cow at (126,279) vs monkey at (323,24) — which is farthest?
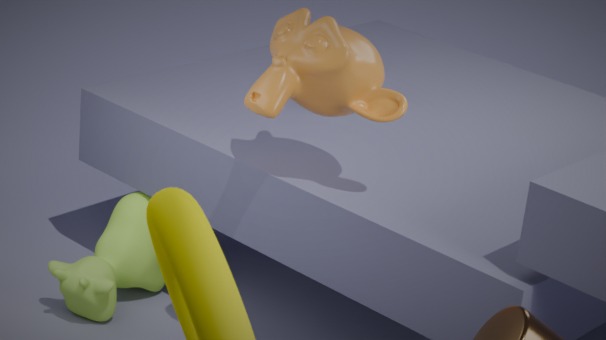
cow at (126,279)
